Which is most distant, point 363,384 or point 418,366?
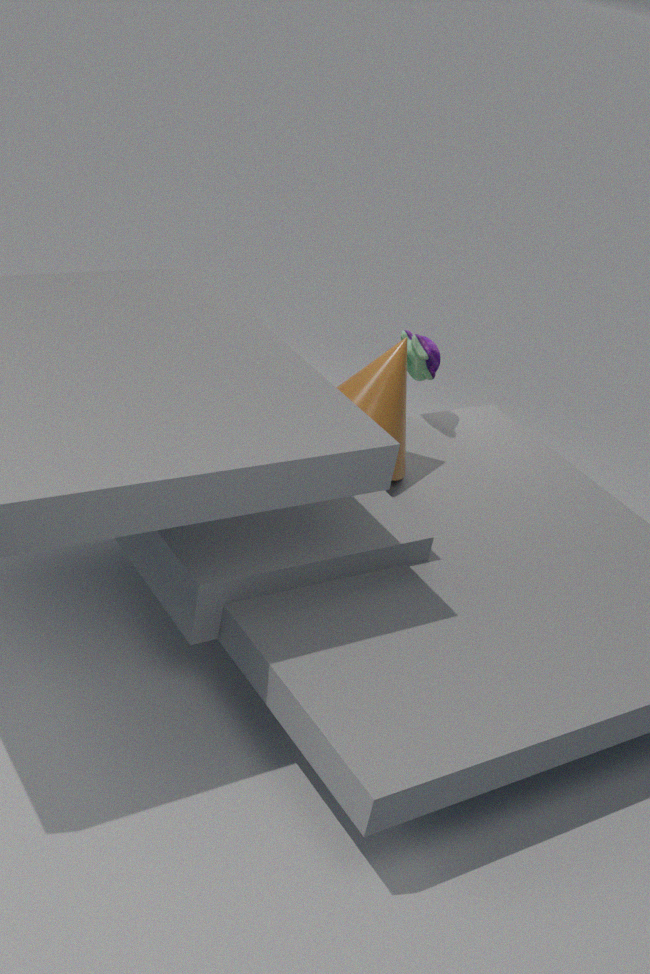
point 418,366
